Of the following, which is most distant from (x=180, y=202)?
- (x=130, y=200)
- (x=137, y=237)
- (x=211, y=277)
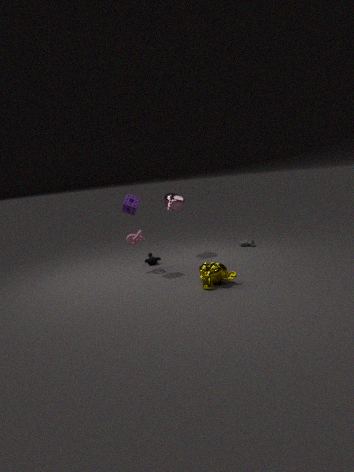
(x=211, y=277)
